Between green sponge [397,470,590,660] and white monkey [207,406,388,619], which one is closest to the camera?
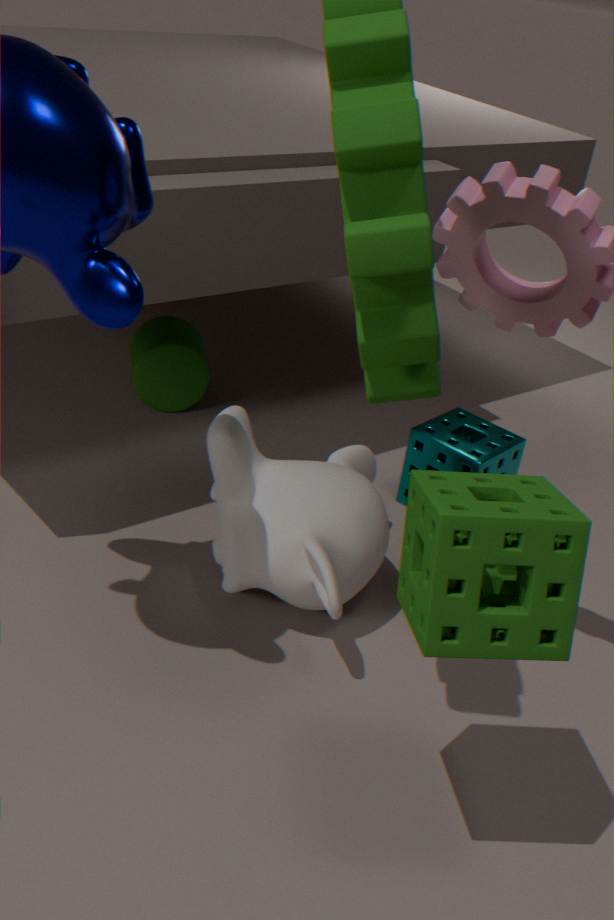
green sponge [397,470,590,660]
